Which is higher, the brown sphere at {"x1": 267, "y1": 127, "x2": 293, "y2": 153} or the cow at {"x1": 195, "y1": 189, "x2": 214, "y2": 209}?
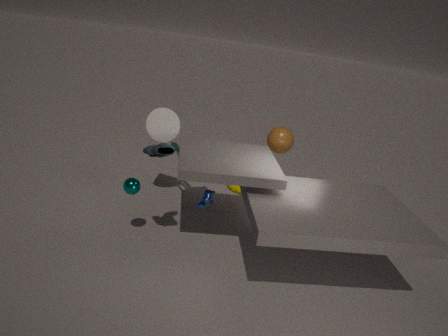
the brown sphere at {"x1": 267, "y1": 127, "x2": 293, "y2": 153}
